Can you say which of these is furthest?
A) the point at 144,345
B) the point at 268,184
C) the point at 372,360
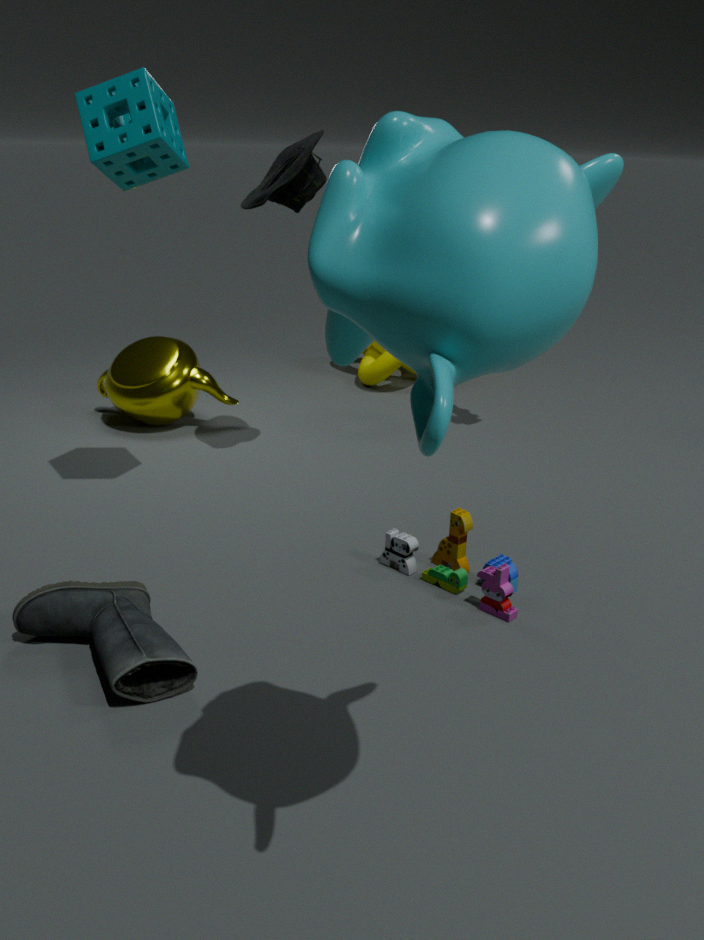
the point at 372,360
